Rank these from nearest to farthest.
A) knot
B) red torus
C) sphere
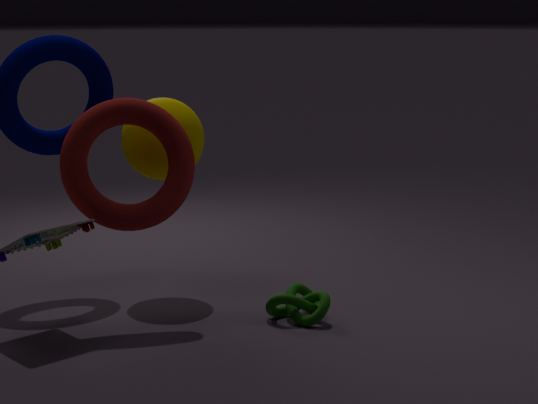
B. red torus < A. knot < C. sphere
